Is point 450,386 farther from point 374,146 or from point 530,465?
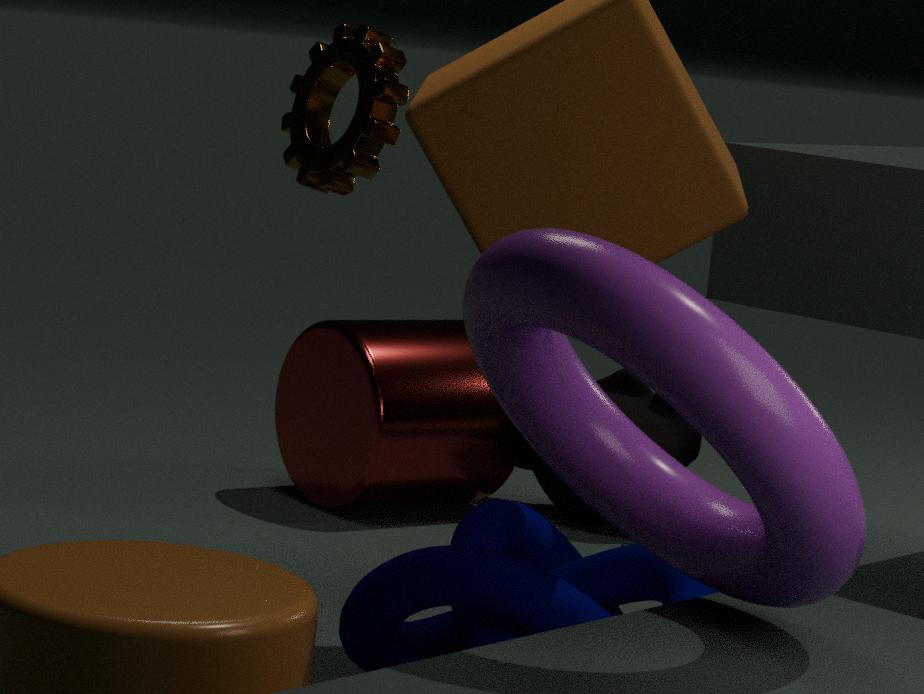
point 374,146
